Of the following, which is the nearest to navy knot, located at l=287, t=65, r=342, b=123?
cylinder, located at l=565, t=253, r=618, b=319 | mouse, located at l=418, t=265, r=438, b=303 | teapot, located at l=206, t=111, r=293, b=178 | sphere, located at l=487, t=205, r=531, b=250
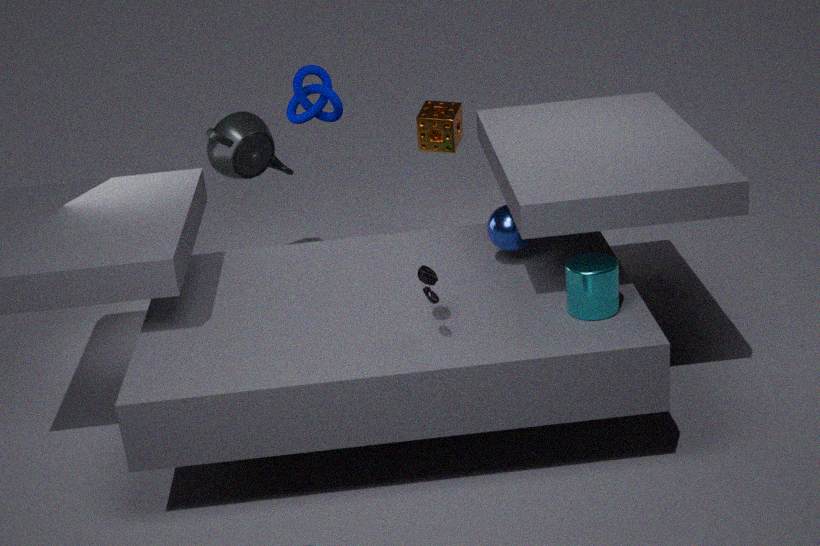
teapot, located at l=206, t=111, r=293, b=178
